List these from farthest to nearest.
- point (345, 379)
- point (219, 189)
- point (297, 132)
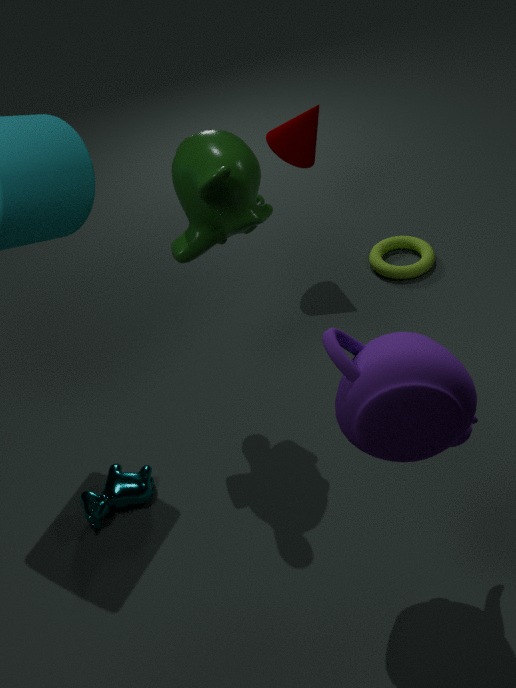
point (297, 132)
point (219, 189)
point (345, 379)
